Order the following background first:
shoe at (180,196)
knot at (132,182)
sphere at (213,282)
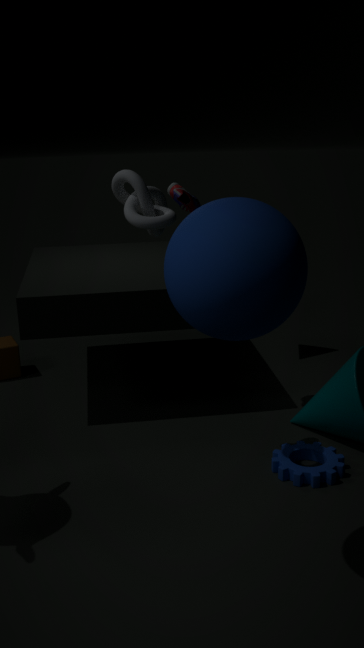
shoe at (180,196)
knot at (132,182)
sphere at (213,282)
